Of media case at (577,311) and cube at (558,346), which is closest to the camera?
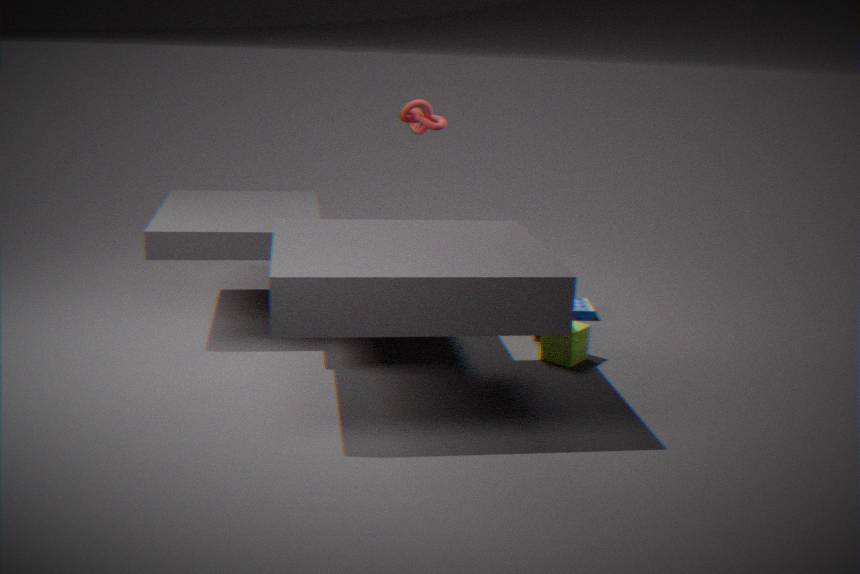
cube at (558,346)
